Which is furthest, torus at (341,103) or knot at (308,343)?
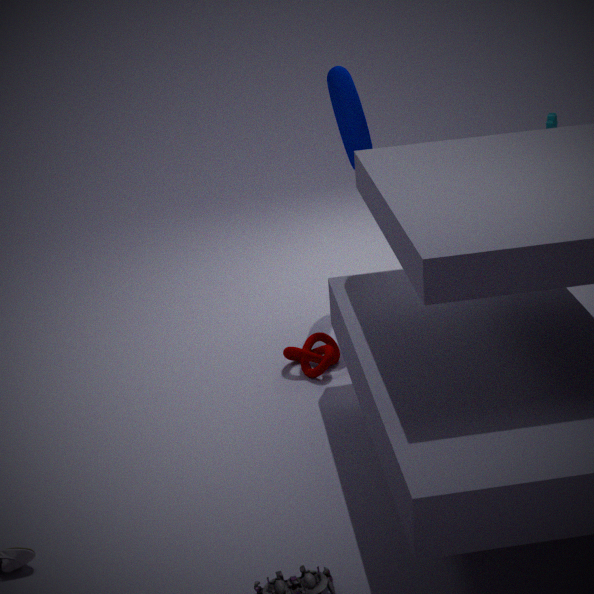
torus at (341,103)
